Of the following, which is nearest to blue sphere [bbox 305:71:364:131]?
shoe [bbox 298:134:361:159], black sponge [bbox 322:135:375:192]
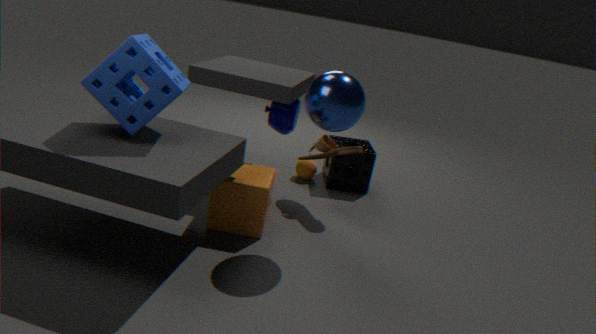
shoe [bbox 298:134:361:159]
